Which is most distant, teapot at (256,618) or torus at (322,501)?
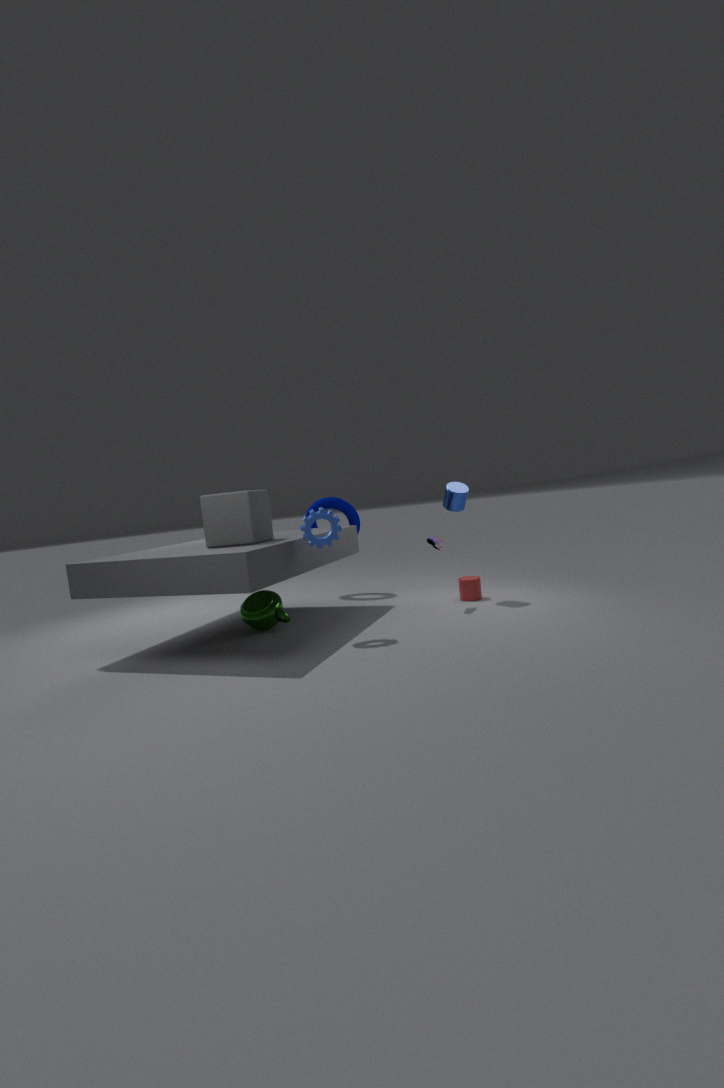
torus at (322,501)
